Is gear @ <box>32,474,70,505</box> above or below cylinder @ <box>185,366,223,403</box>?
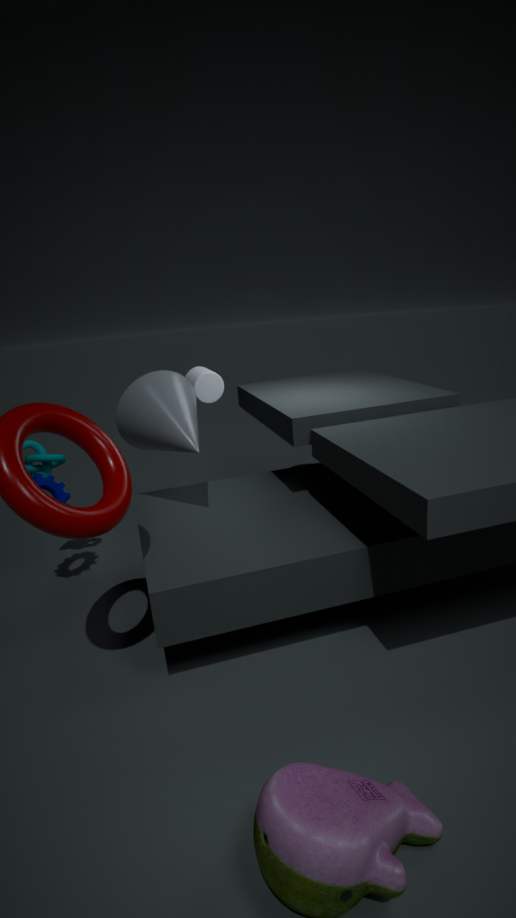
below
